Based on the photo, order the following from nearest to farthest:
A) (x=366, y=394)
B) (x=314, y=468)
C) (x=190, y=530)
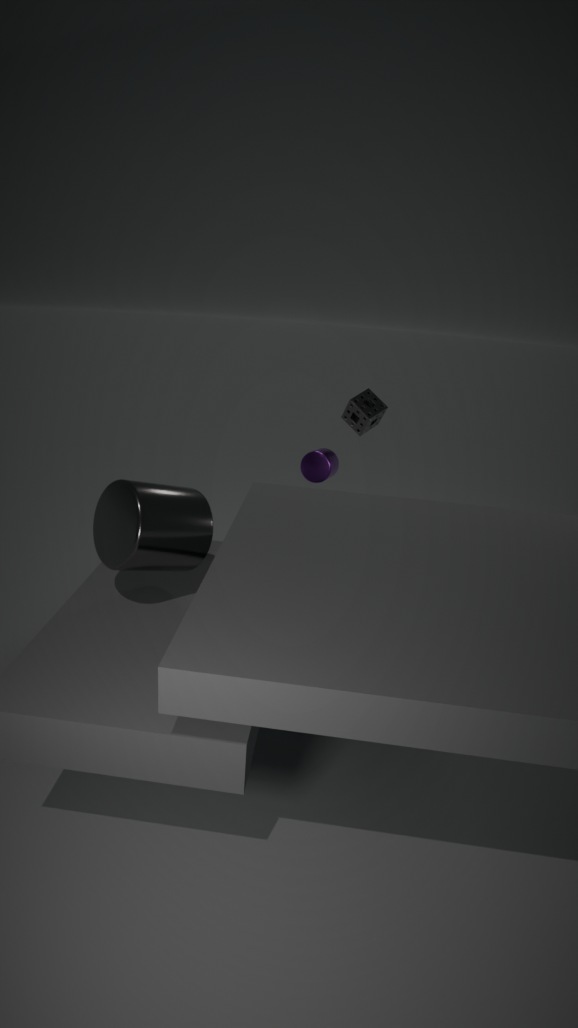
(x=190, y=530) → (x=314, y=468) → (x=366, y=394)
